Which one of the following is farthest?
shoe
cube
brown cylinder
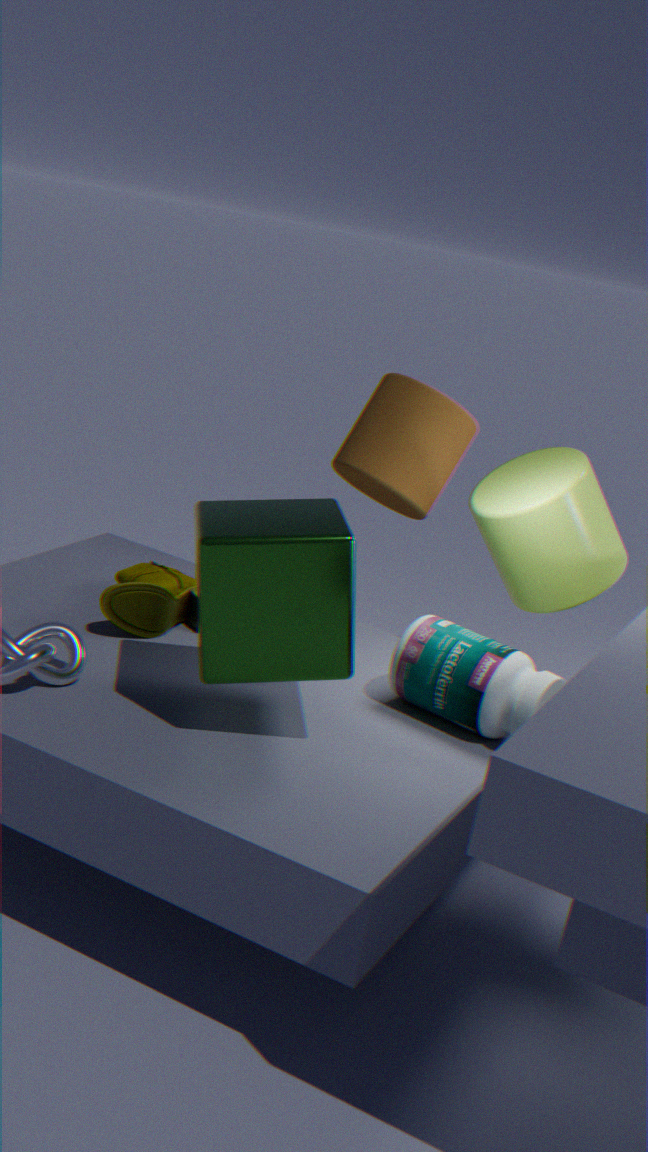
brown cylinder
